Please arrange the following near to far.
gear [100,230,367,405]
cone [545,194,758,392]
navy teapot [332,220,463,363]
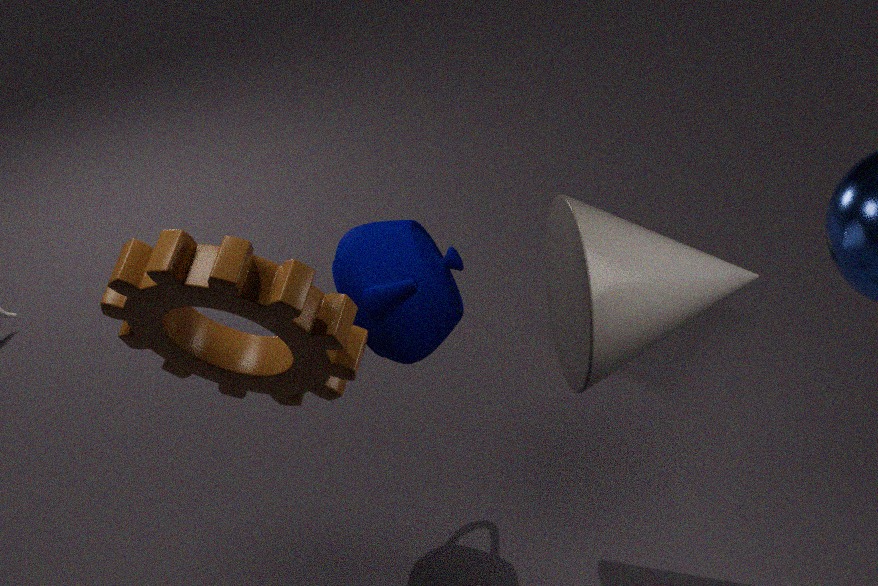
gear [100,230,367,405], cone [545,194,758,392], navy teapot [332,220,463,363]
